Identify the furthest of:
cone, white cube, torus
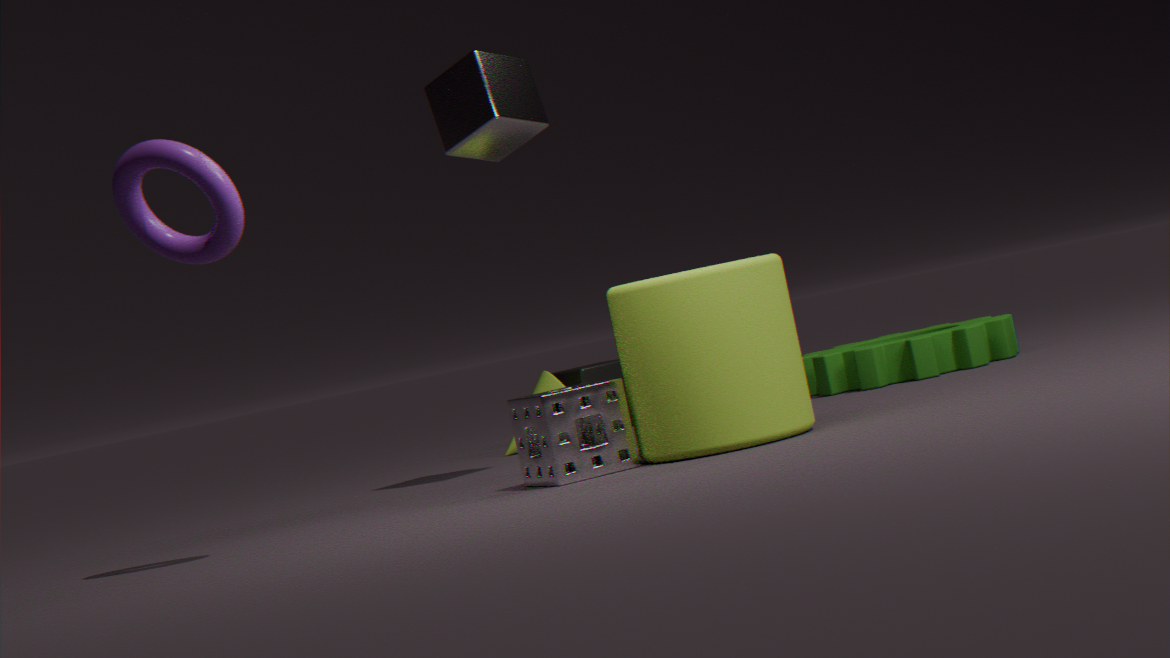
cone
